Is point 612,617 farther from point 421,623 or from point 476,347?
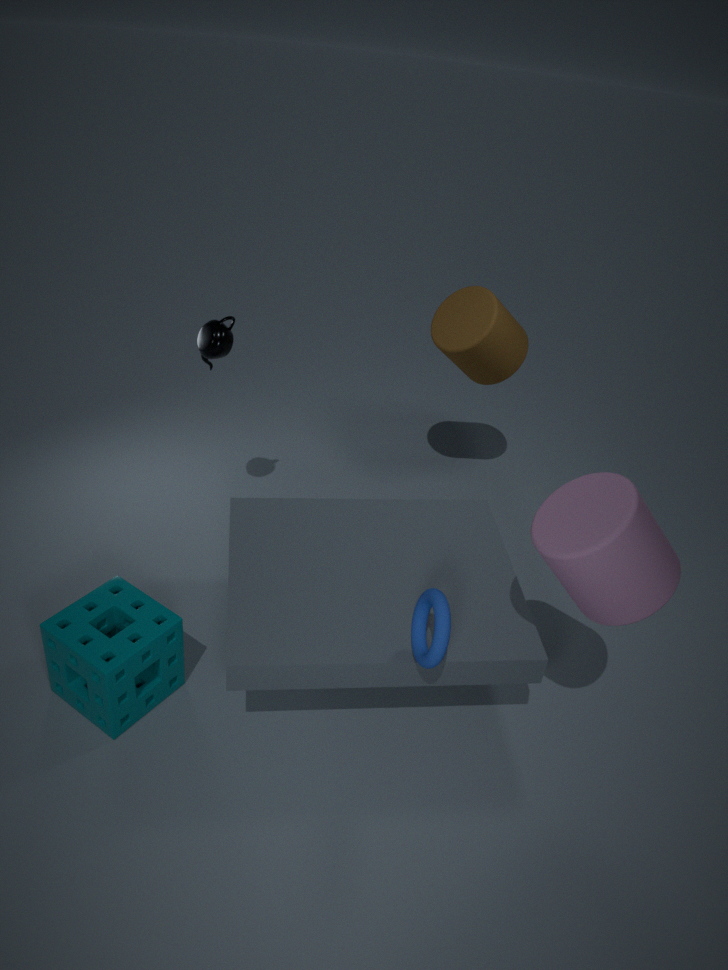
point 476,347
